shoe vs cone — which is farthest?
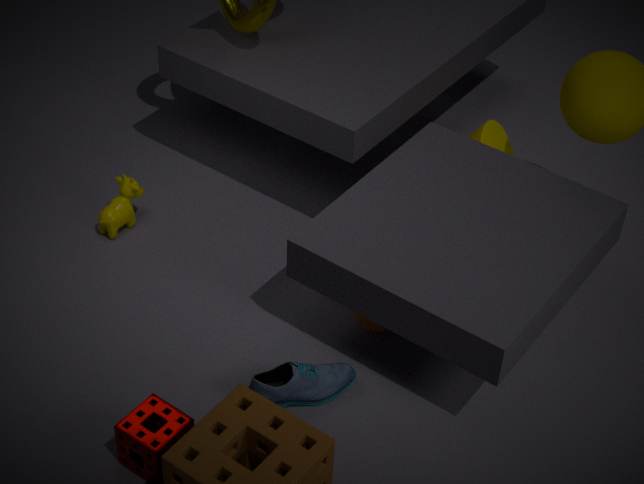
cone
